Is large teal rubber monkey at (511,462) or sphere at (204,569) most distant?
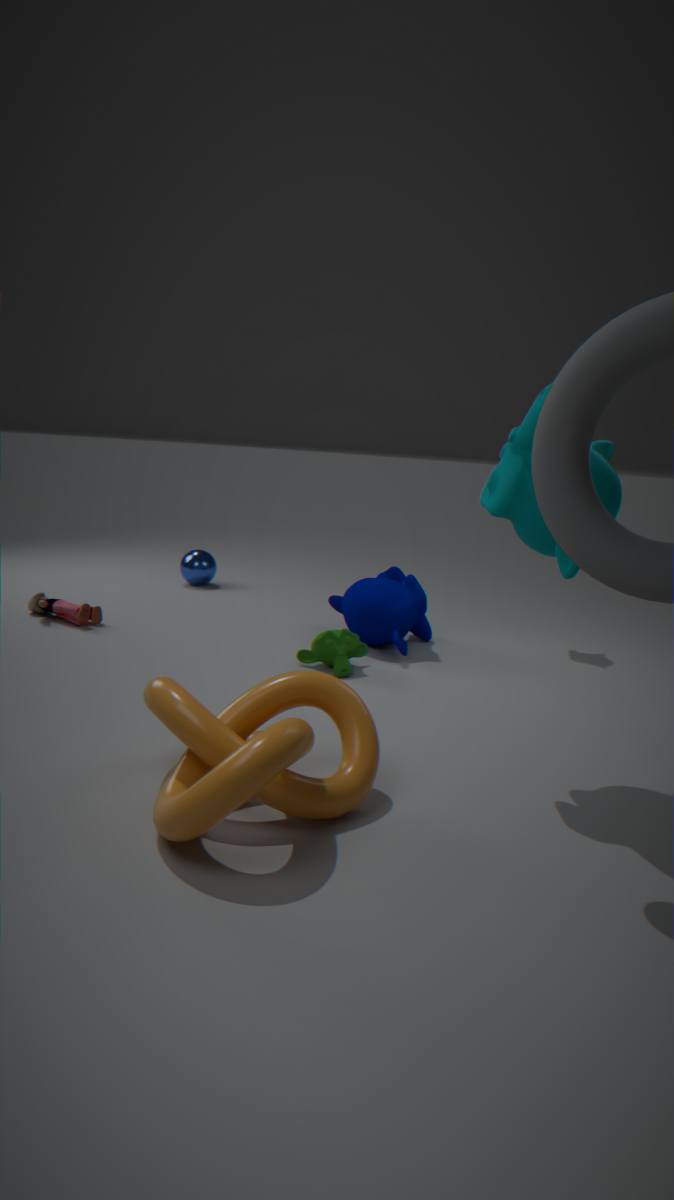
sphere at (204,569)
